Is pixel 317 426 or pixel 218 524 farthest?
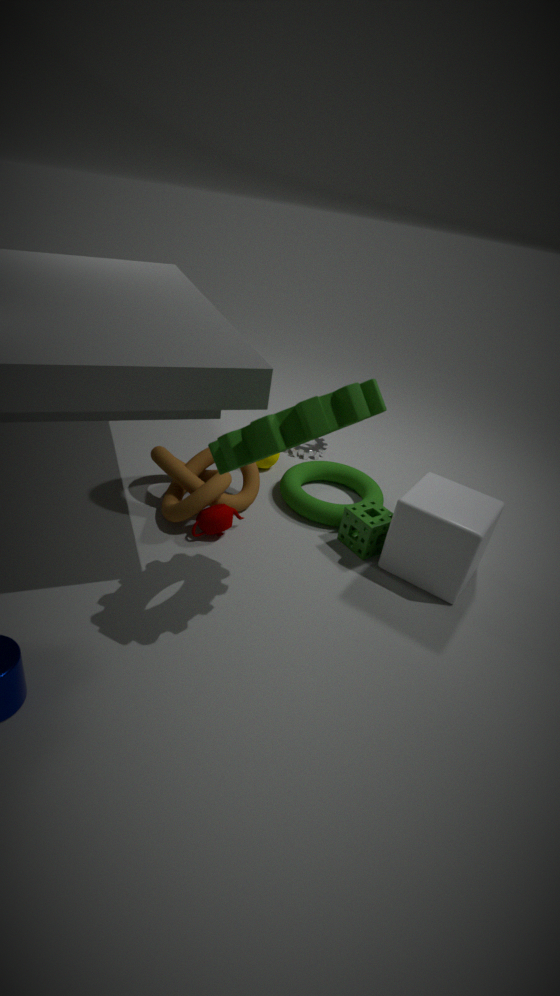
pixel 218 524
